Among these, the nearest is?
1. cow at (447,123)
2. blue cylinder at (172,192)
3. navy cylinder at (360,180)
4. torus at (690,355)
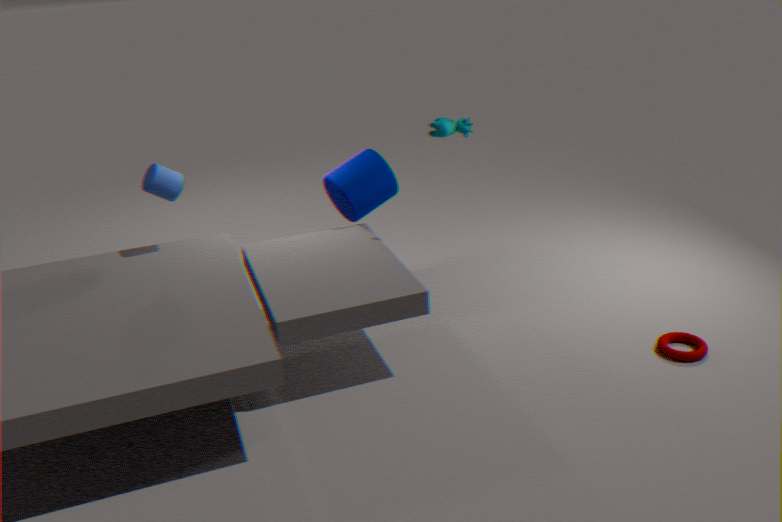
torus at (690,355)
